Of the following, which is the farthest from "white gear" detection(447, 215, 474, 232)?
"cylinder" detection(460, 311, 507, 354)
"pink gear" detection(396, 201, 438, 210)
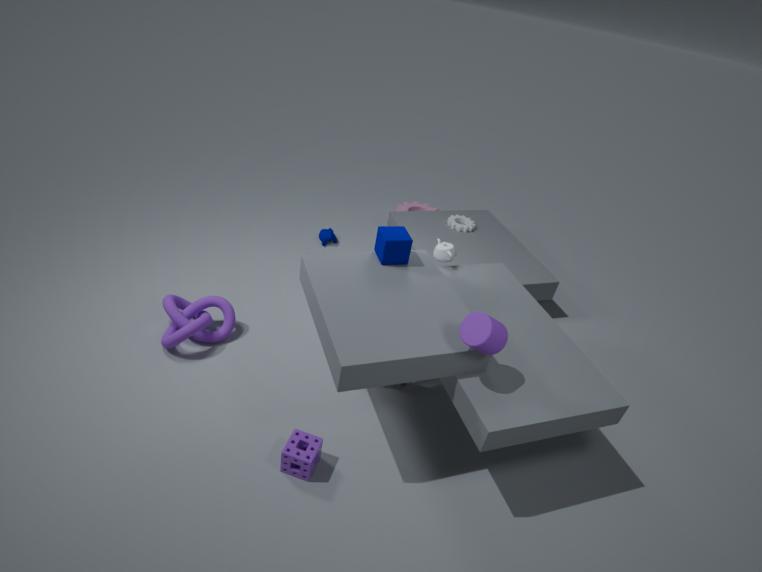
"cylinder" detection(460, 311, 507, 354)
